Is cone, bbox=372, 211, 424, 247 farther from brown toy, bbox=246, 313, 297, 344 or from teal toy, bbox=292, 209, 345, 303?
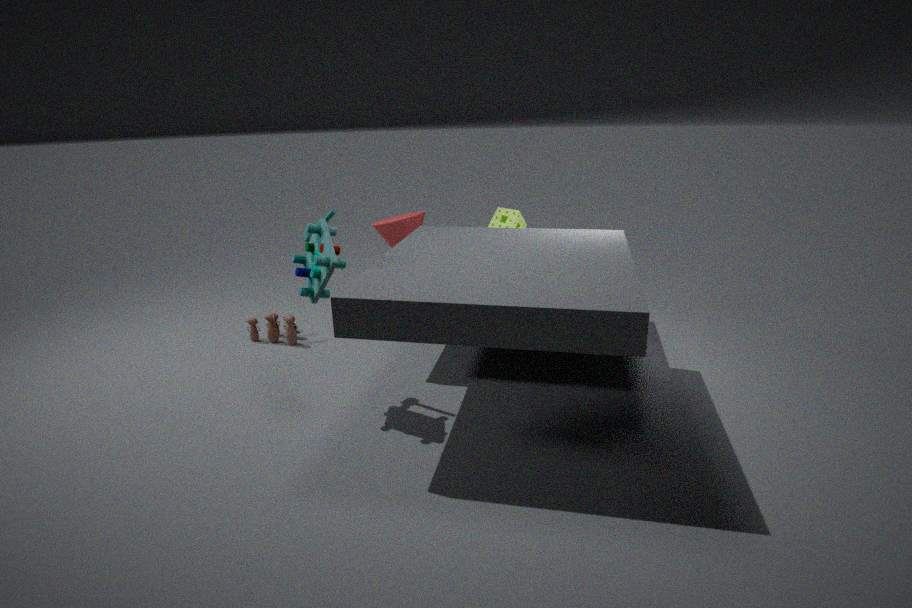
teal toy, bbox=292, 209, 345, 303
